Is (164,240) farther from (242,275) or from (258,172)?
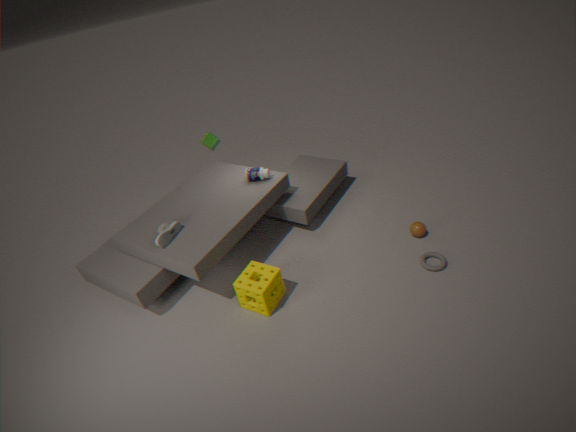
(258,172)
